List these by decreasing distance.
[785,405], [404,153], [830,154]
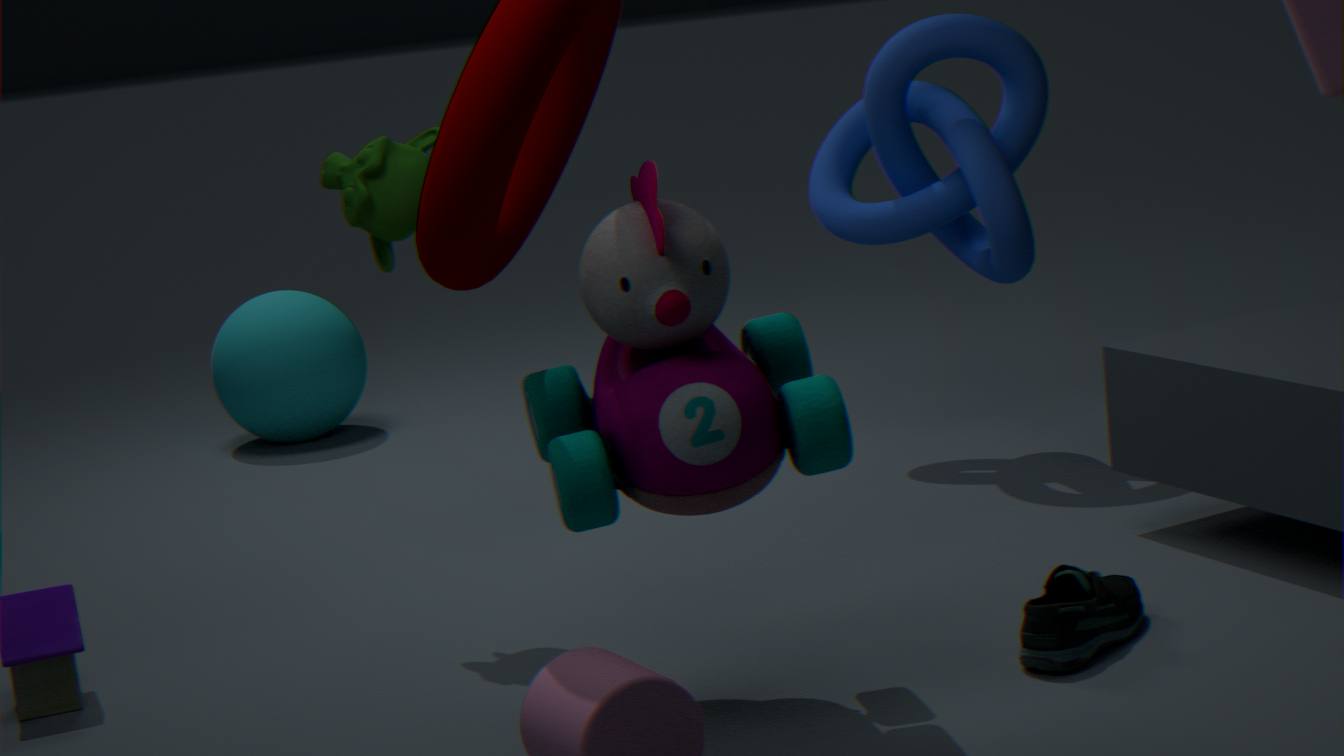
[830,154]
[404,153]
[785,405]
